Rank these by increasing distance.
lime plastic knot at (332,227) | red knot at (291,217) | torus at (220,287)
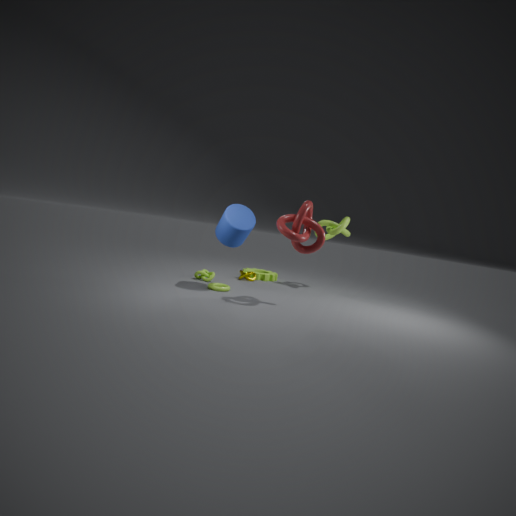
red knot at (291,217) → torus at (220,287) → lime plastic knot at (332,227)
